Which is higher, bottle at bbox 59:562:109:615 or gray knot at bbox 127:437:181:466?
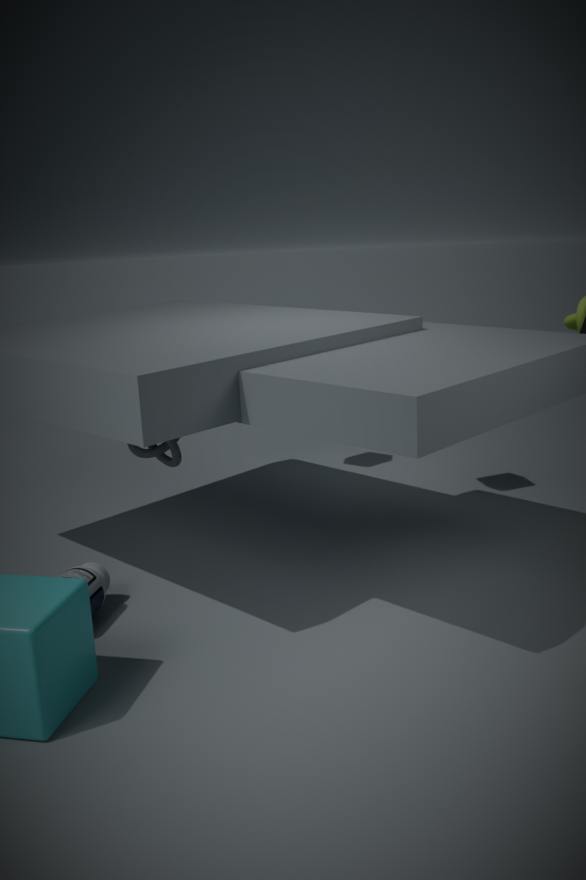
gray knot at bbox 127:437:181:466
